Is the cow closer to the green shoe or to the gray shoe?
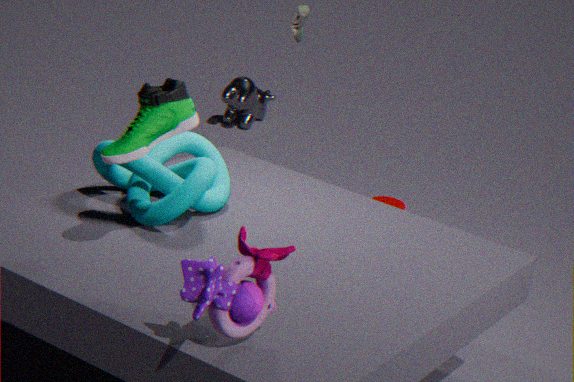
the gray shoe
